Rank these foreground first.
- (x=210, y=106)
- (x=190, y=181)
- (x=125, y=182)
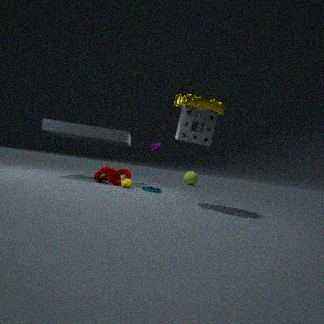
(x=210, y=106)
(x=125, y=182)
(x=190, y=181)
